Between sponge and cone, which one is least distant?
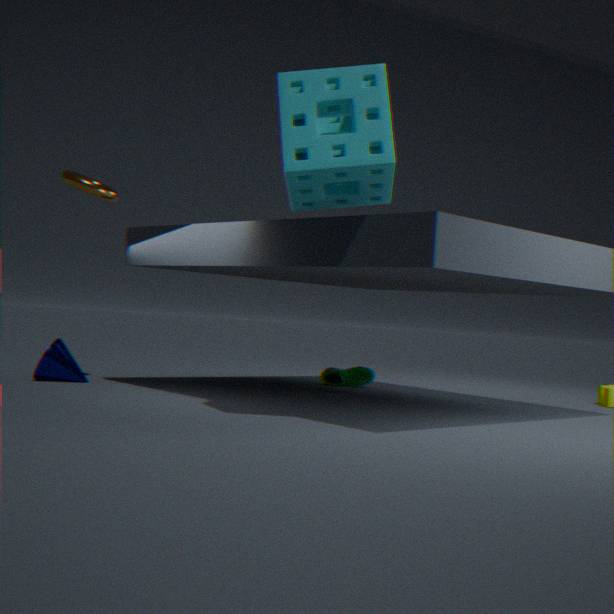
sponge
